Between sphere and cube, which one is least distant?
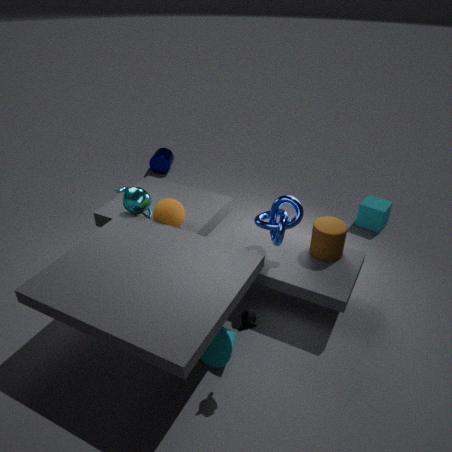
sphere
